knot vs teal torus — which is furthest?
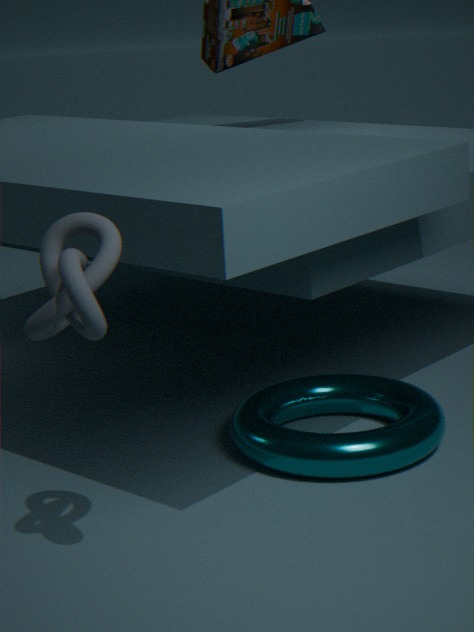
teal torus
